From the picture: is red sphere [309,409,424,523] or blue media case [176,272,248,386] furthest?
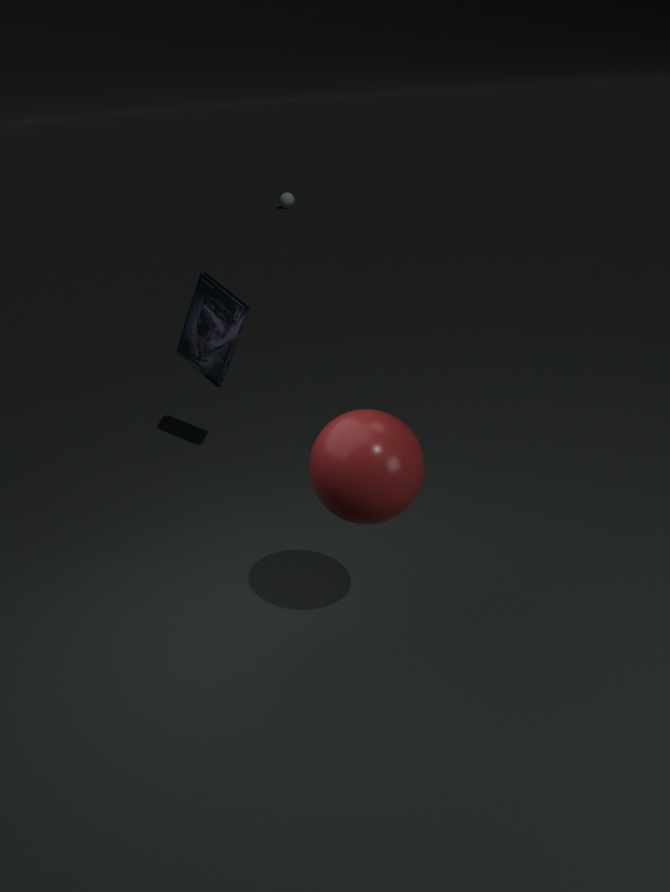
blue media case [176,272,248,386]
